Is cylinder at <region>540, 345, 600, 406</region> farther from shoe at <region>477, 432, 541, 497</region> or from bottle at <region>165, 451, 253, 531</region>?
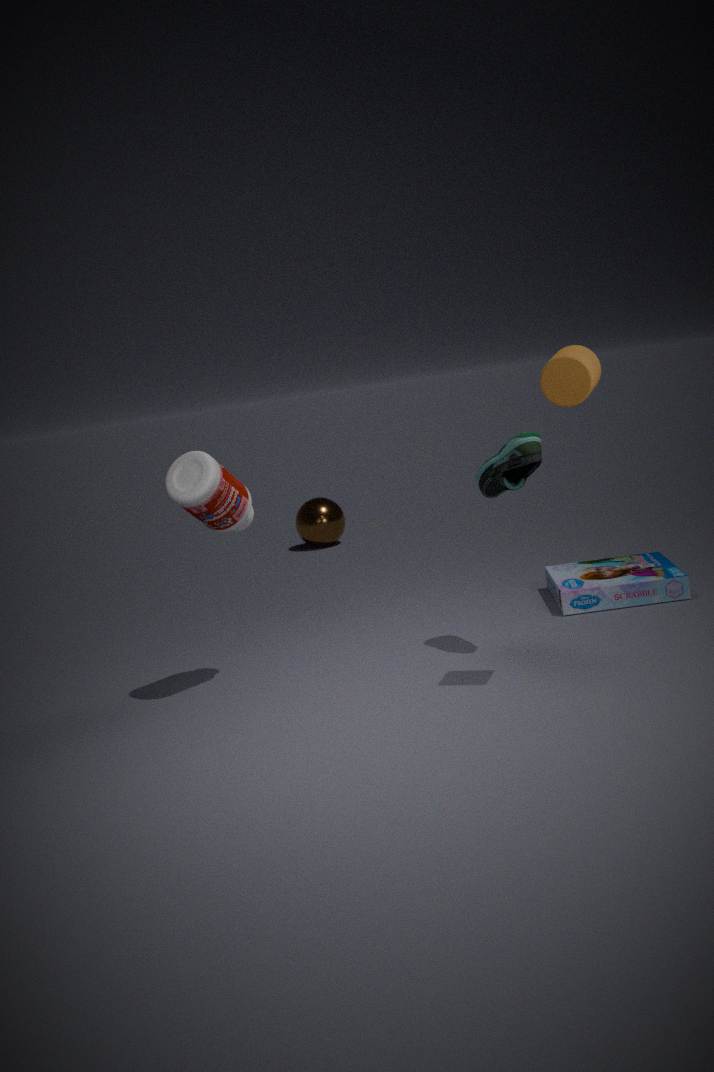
bottle at <region>165, 451, 253, 531</region>
